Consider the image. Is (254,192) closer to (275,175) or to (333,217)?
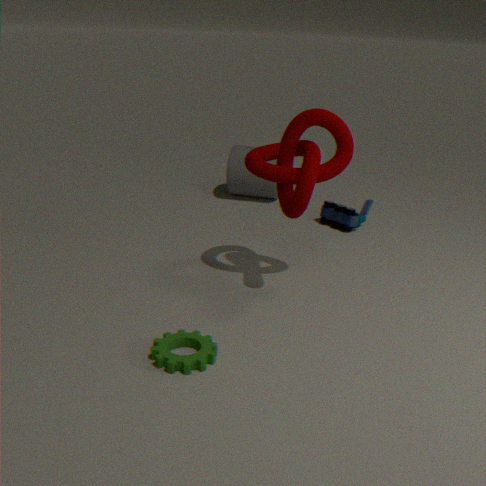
(333,217)
